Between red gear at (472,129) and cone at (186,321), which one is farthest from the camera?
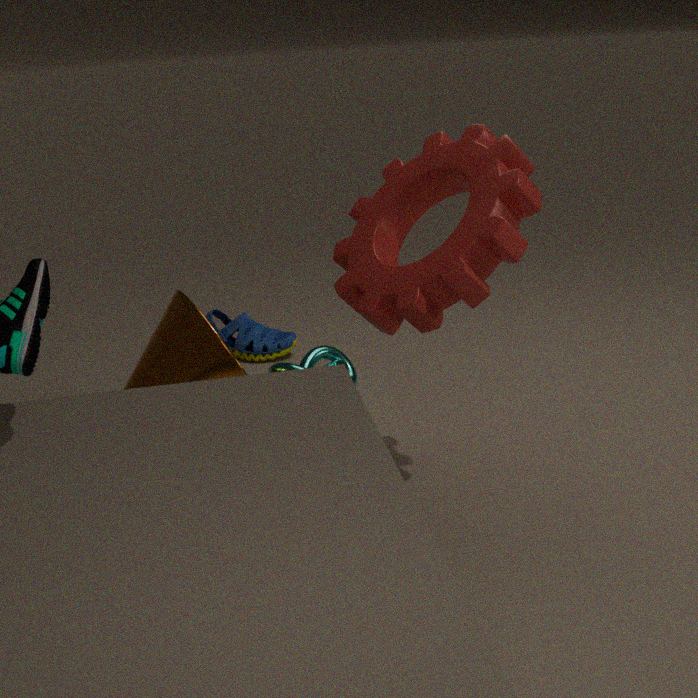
cone at (186,321)
